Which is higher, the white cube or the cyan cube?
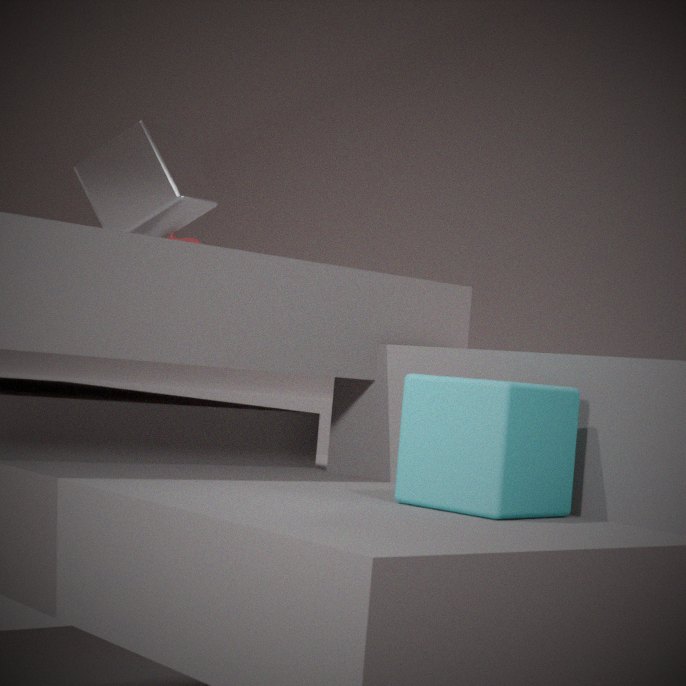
the white cube
